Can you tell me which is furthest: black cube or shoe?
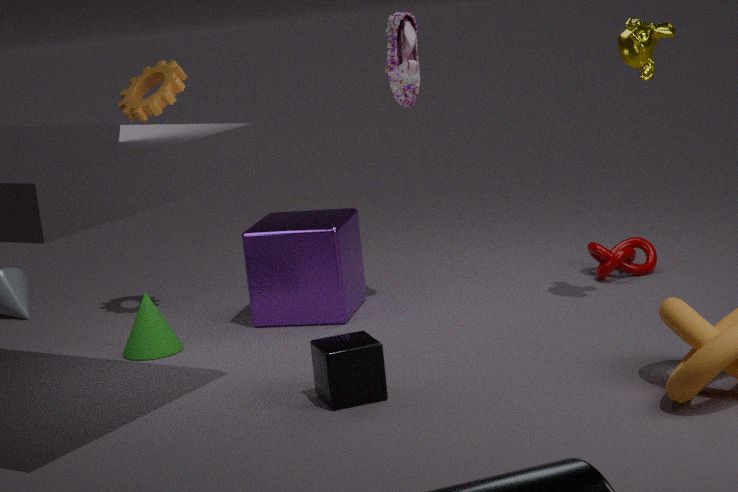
shoe
